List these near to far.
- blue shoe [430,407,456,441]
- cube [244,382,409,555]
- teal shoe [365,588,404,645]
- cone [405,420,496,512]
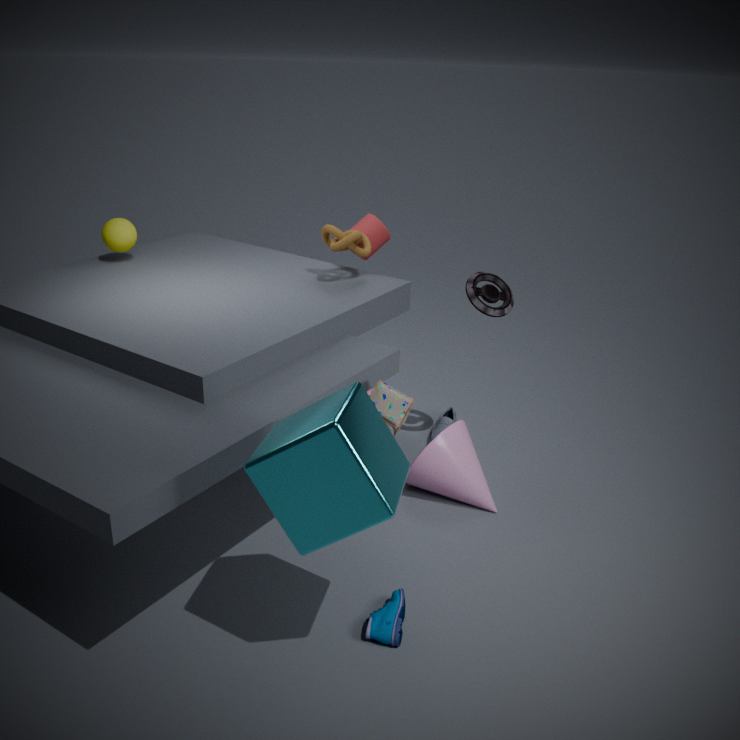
cube [244,382,409,555] < teal shoe [365,588,404,645] < cone [405,420,496,512] < blue shoe [430,407,456,441]
